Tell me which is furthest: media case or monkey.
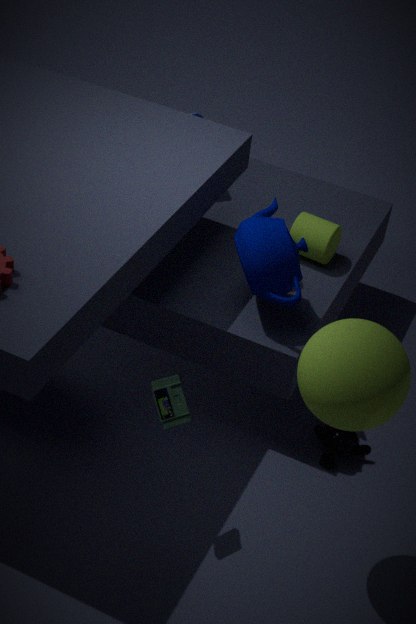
monkey
